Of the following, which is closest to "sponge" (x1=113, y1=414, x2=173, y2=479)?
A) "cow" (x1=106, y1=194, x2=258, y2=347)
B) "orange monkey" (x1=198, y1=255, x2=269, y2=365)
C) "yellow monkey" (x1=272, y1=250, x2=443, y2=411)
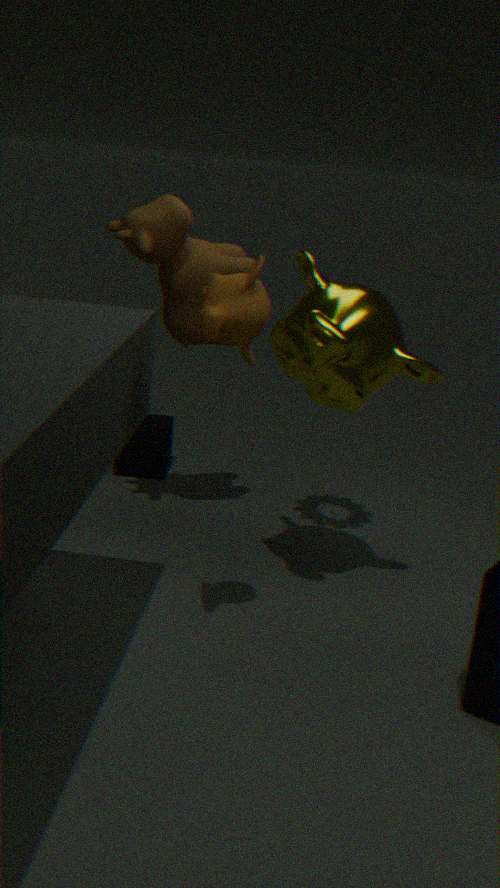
"cow" (x1=106, y1=194, x2=258, y2=347)
